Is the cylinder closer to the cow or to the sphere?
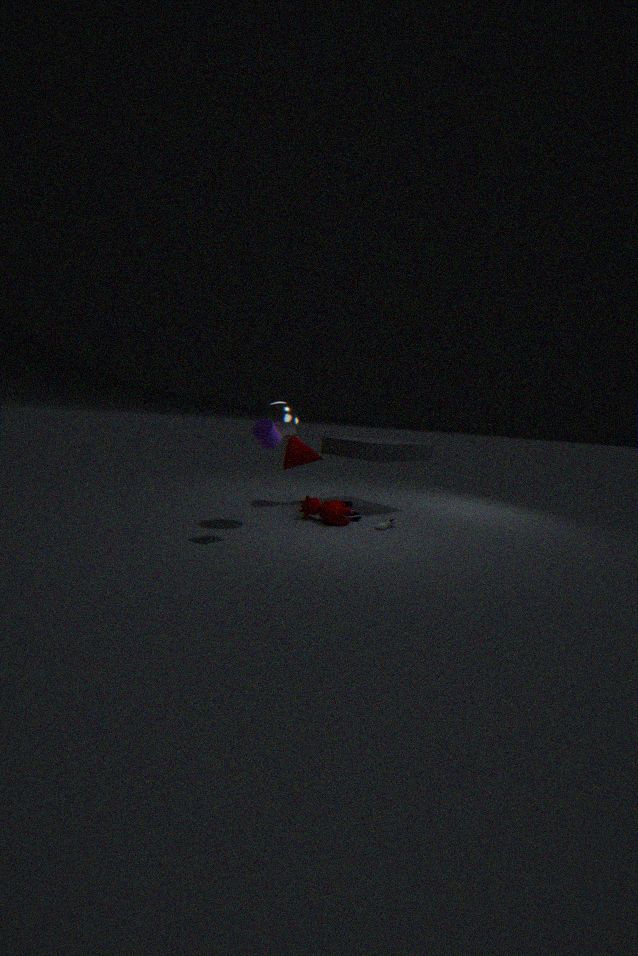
the sphere
